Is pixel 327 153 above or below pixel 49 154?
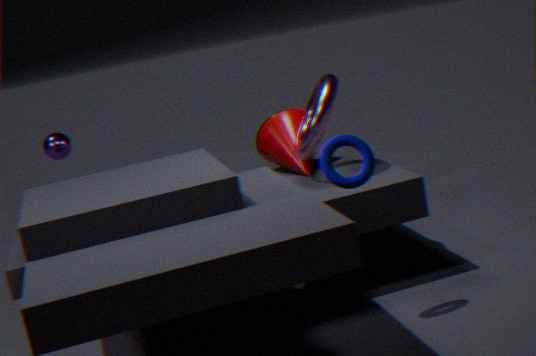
below
